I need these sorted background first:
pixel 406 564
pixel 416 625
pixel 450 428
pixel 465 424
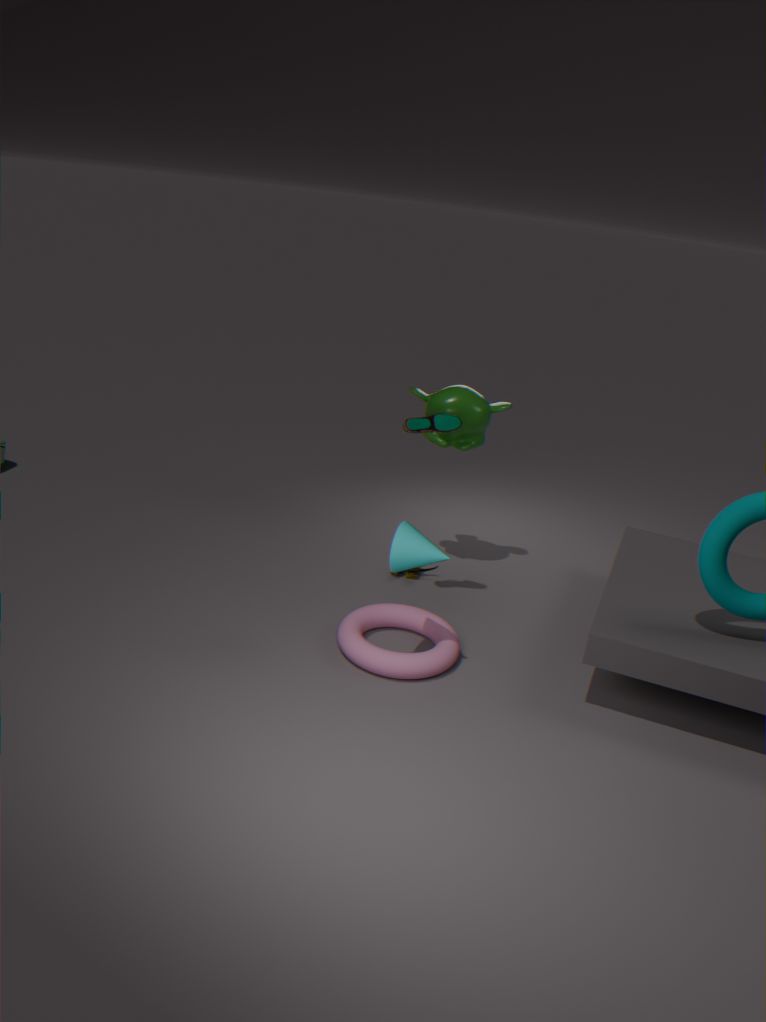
pixel 465 424
pixel 416 625
pixel 450 428
pixel 406 564
